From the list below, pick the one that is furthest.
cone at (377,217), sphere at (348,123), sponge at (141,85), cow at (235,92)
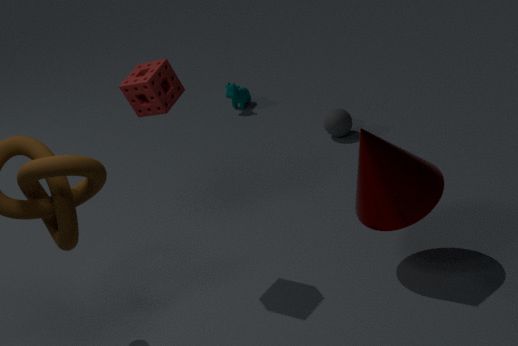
cow at (235,92)
